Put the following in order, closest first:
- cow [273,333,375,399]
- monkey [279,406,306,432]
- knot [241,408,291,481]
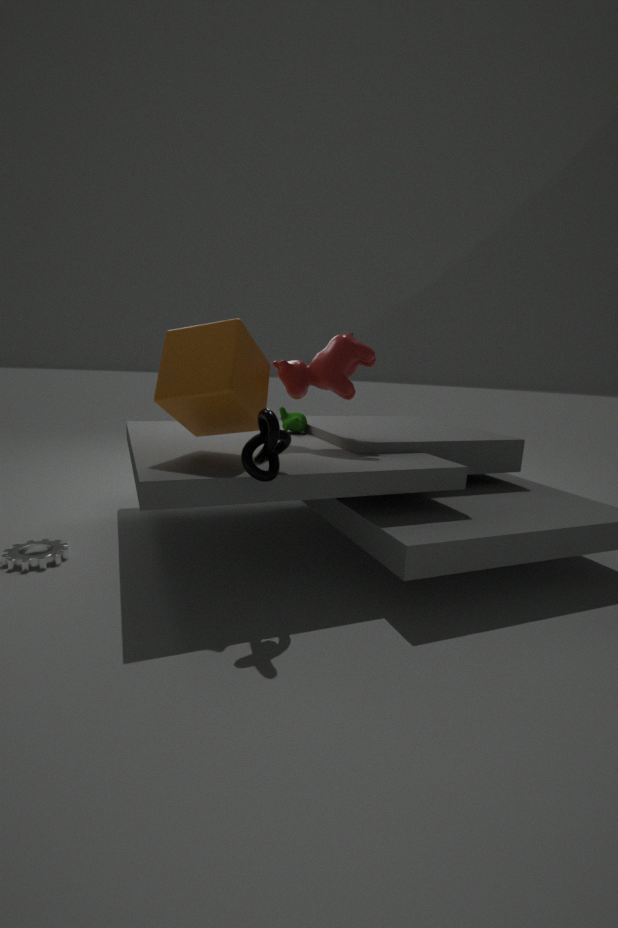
knot [241,408,291,481] → cow [273,333,375,399] → monkey [279,406,306,432]
